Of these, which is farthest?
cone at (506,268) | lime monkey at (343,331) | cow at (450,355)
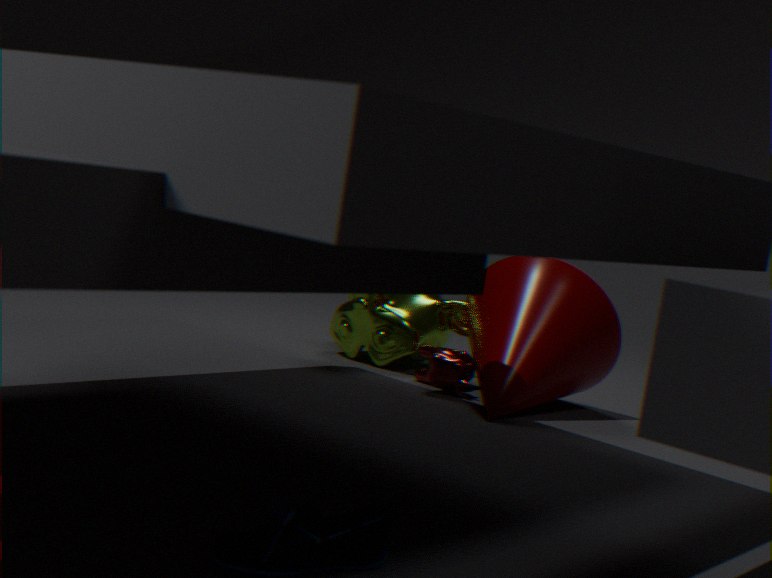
lime monkey at (343,331)
